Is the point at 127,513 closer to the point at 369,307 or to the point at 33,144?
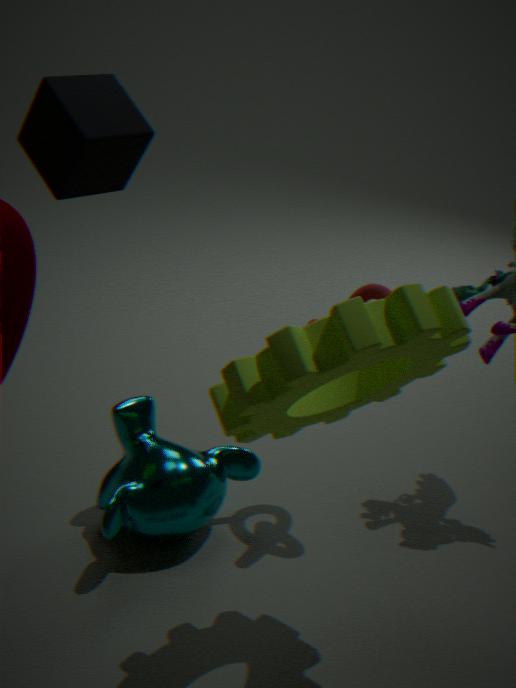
the point at 369,307
